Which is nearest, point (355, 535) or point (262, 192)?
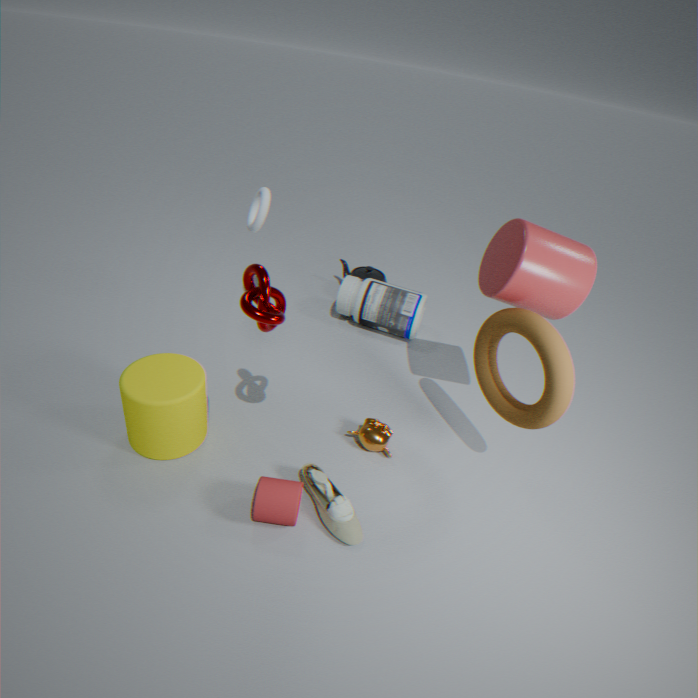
point (355, 535)
